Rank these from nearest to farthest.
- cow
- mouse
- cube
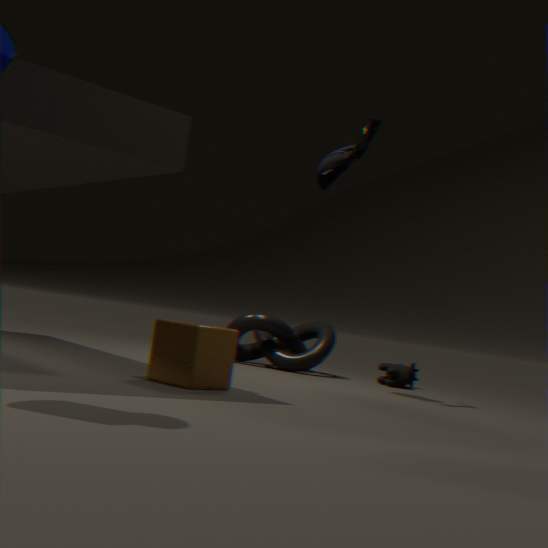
1. cube
2. mouse
3. cow
